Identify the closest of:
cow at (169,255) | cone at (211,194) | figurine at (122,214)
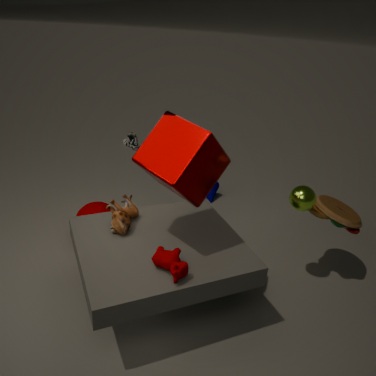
cow at (169,255)
